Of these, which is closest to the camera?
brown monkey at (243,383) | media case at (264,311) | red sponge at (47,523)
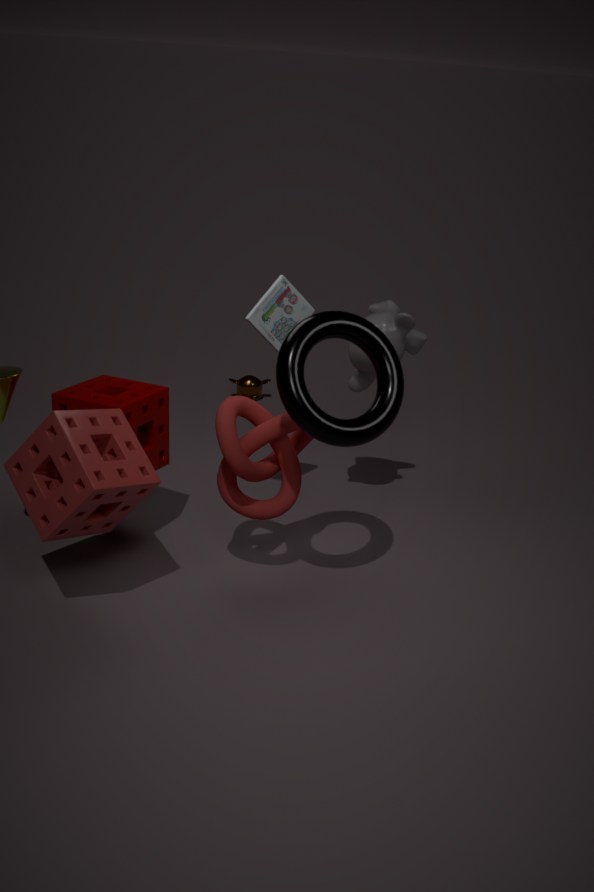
red sponge at (47,523)
